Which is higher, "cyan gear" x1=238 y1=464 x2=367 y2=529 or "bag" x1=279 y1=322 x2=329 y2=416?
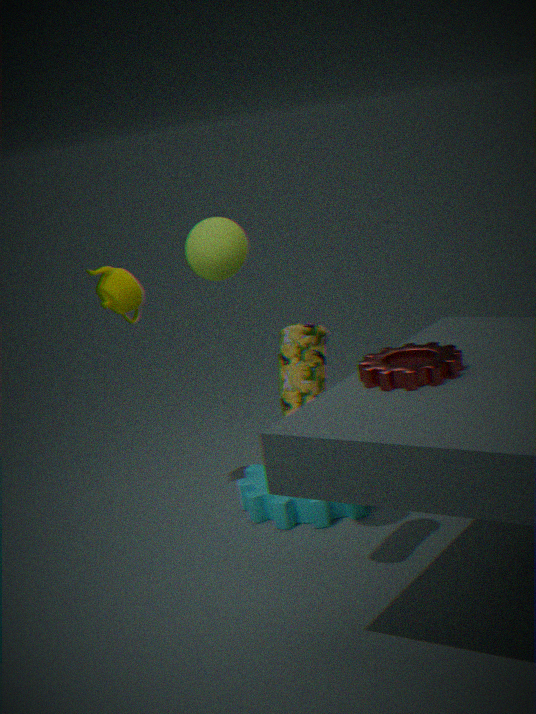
"bag" x1=279 y1=322 x2=329 y2=416
